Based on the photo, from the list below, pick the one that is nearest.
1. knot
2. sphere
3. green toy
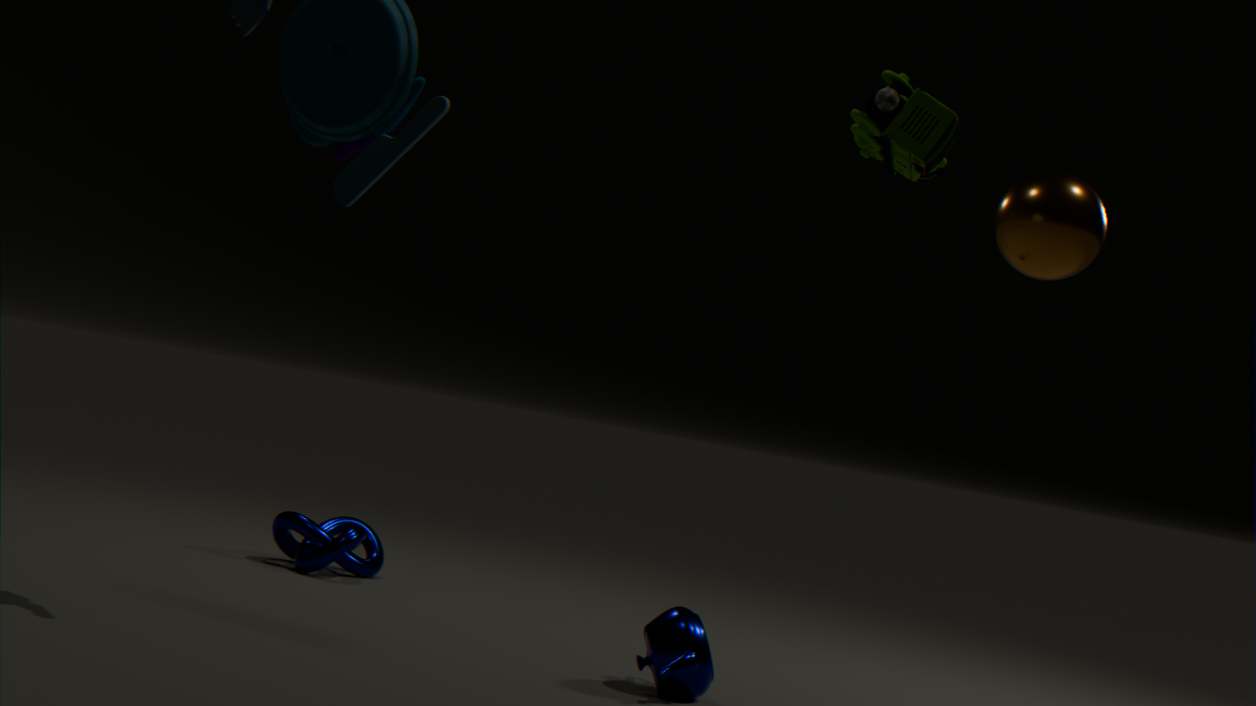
green toy
